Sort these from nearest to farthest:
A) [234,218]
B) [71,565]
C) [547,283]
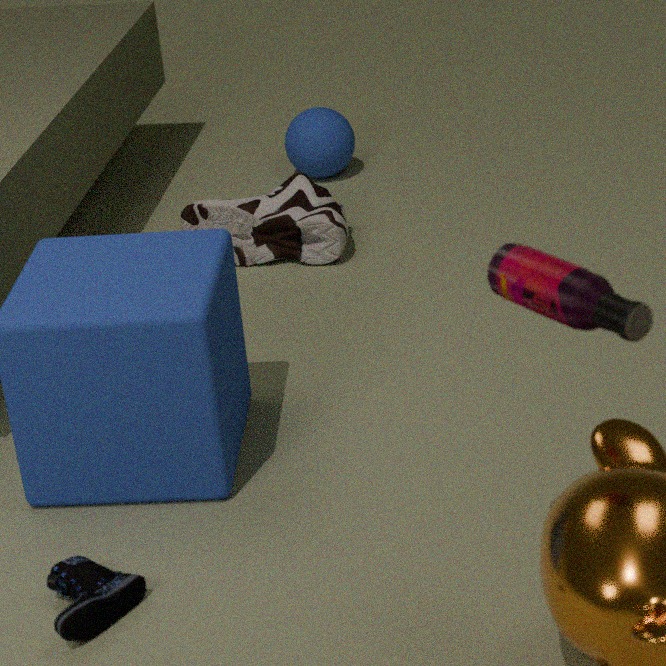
[547,283] < [71,565] < [234,218]
